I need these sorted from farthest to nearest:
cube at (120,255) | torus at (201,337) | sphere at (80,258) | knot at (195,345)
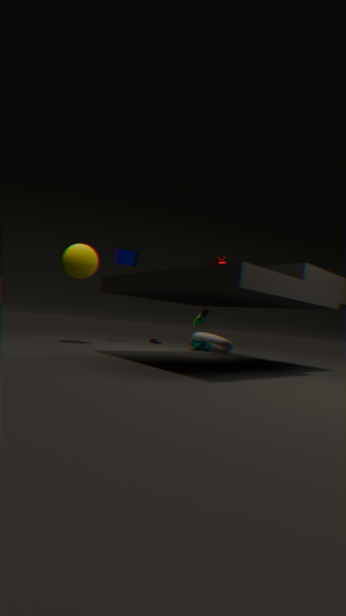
1. knot at (195,345)
2. cube at (120,255)
3. torus at (201,337)
4. sphere at (80,258)
